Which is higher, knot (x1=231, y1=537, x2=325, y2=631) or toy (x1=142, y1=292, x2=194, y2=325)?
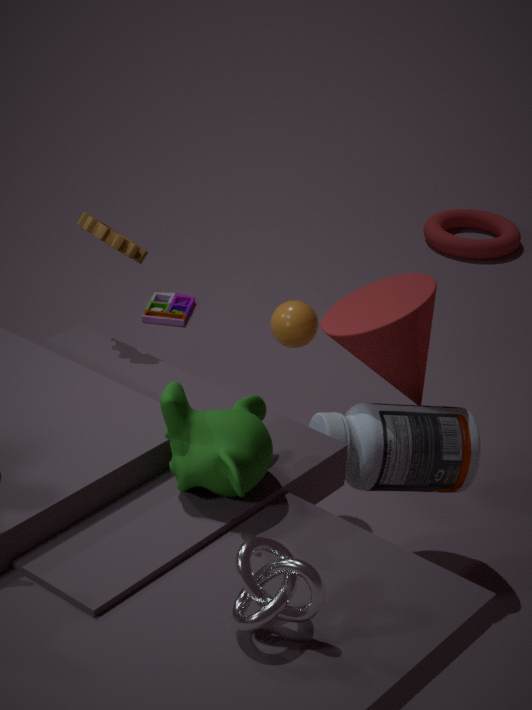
knot (x1=231, y1=537, x2=325, y2=631)
